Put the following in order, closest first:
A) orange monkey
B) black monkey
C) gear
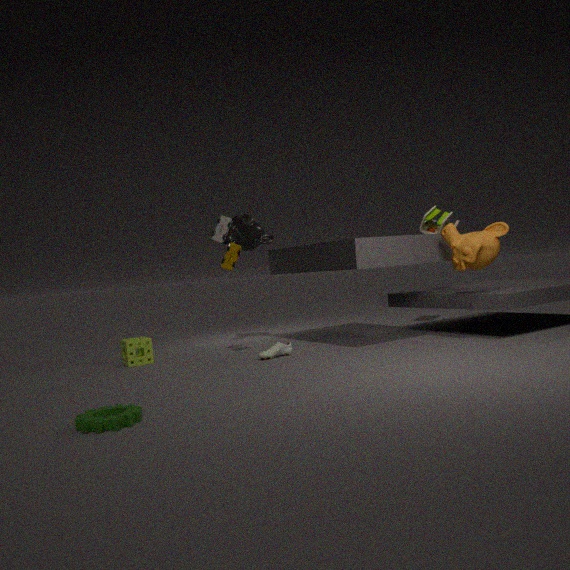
gear
orange monkey
black monkey
